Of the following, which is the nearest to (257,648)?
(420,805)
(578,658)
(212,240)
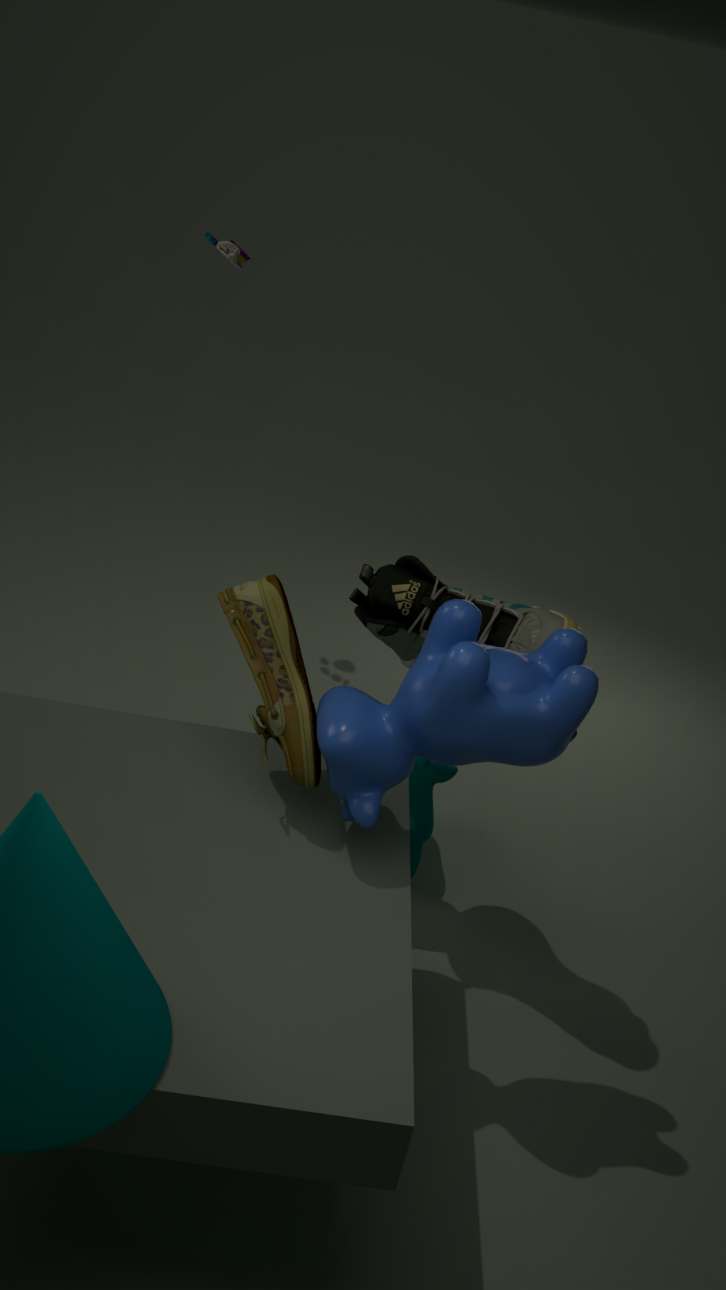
(578,658)
